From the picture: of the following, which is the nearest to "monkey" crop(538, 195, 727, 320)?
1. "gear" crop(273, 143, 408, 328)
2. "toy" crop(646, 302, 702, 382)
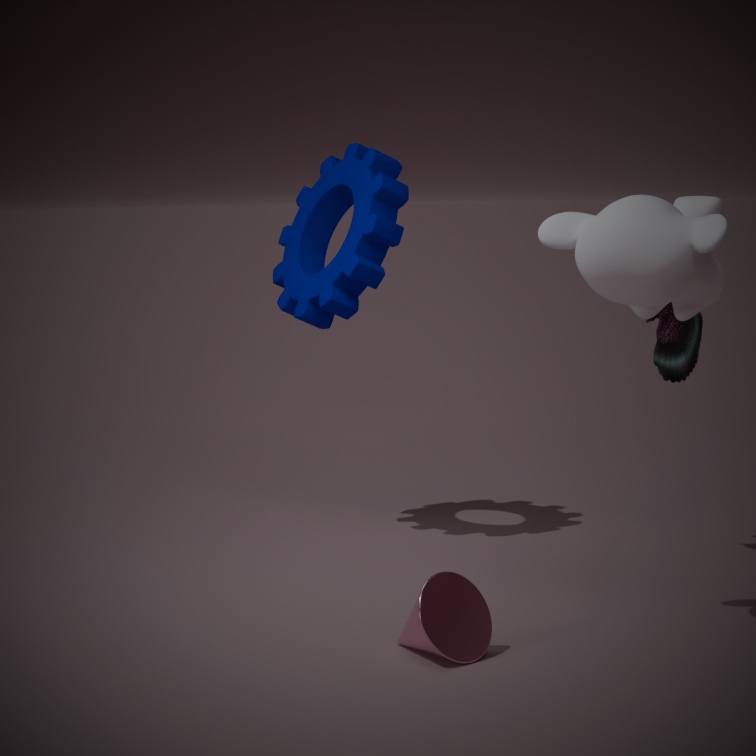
"toy" crop(646, 302, 702, 382)
